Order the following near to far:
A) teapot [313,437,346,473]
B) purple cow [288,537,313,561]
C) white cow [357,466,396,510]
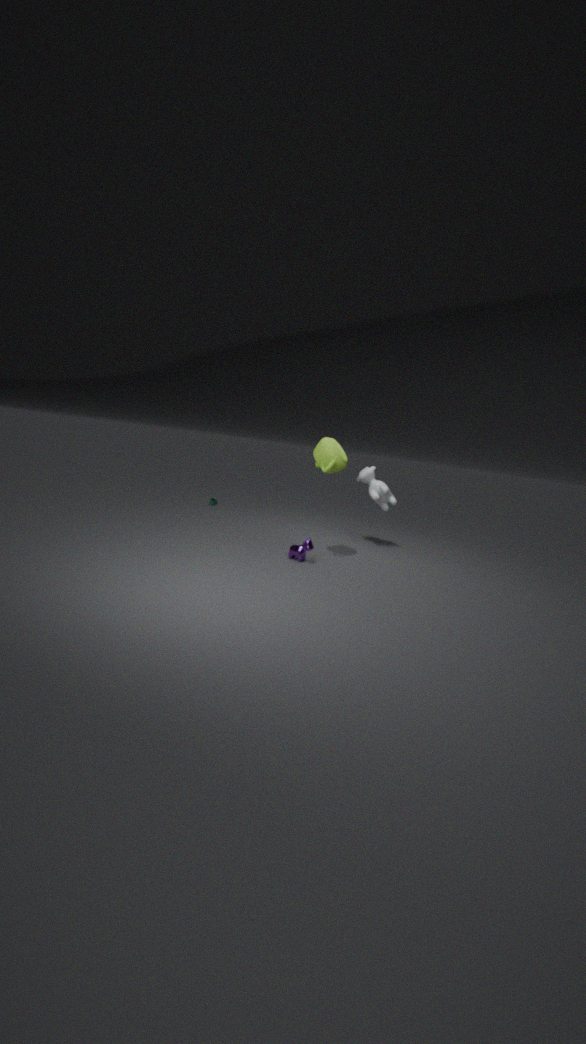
purple cow [288,537,313,561], teapot [313,437,346,473], white cow [357,466,396,510]
